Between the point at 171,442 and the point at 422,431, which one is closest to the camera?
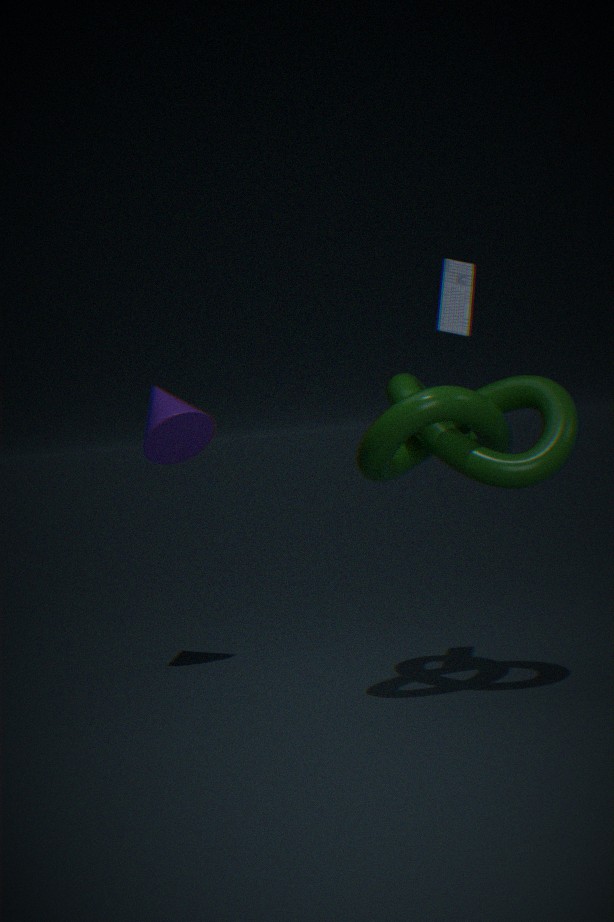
the point at 422,431
